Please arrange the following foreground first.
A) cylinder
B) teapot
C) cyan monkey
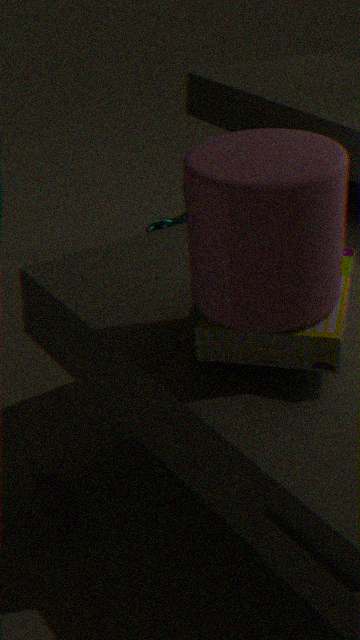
cylinder < teapot < cyan monkey
